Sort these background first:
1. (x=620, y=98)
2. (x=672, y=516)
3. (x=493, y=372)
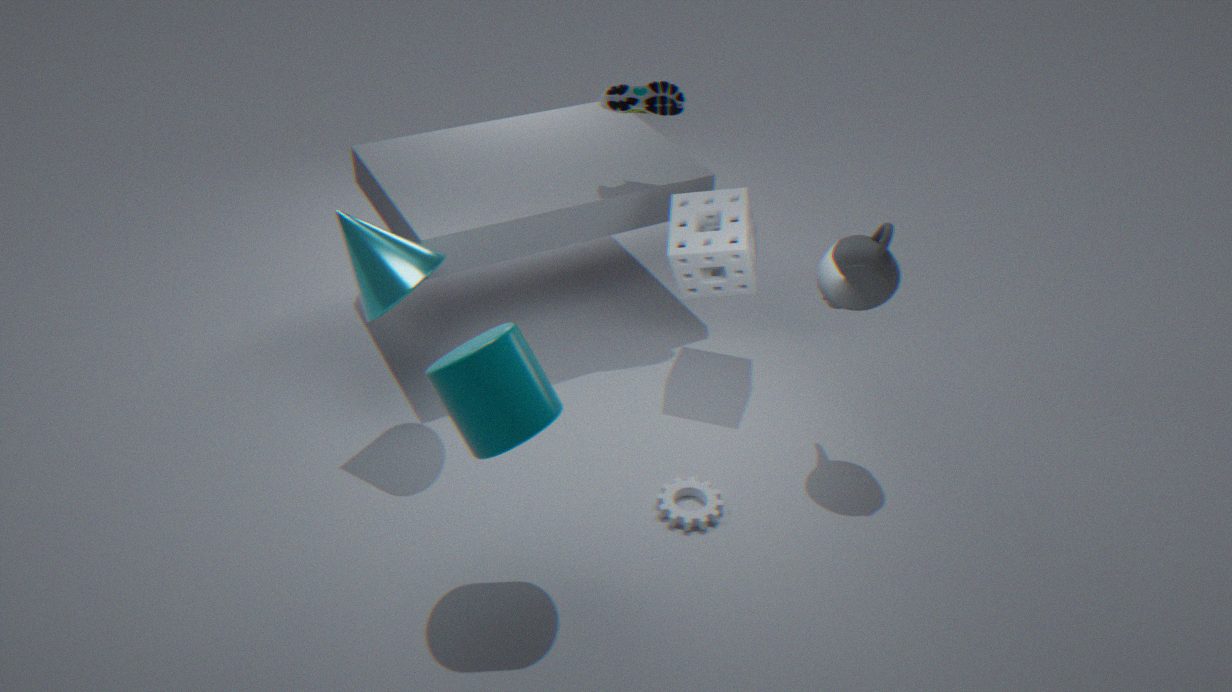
(x=620, y=98), (x=672, y=516), (x=493, y=372)
